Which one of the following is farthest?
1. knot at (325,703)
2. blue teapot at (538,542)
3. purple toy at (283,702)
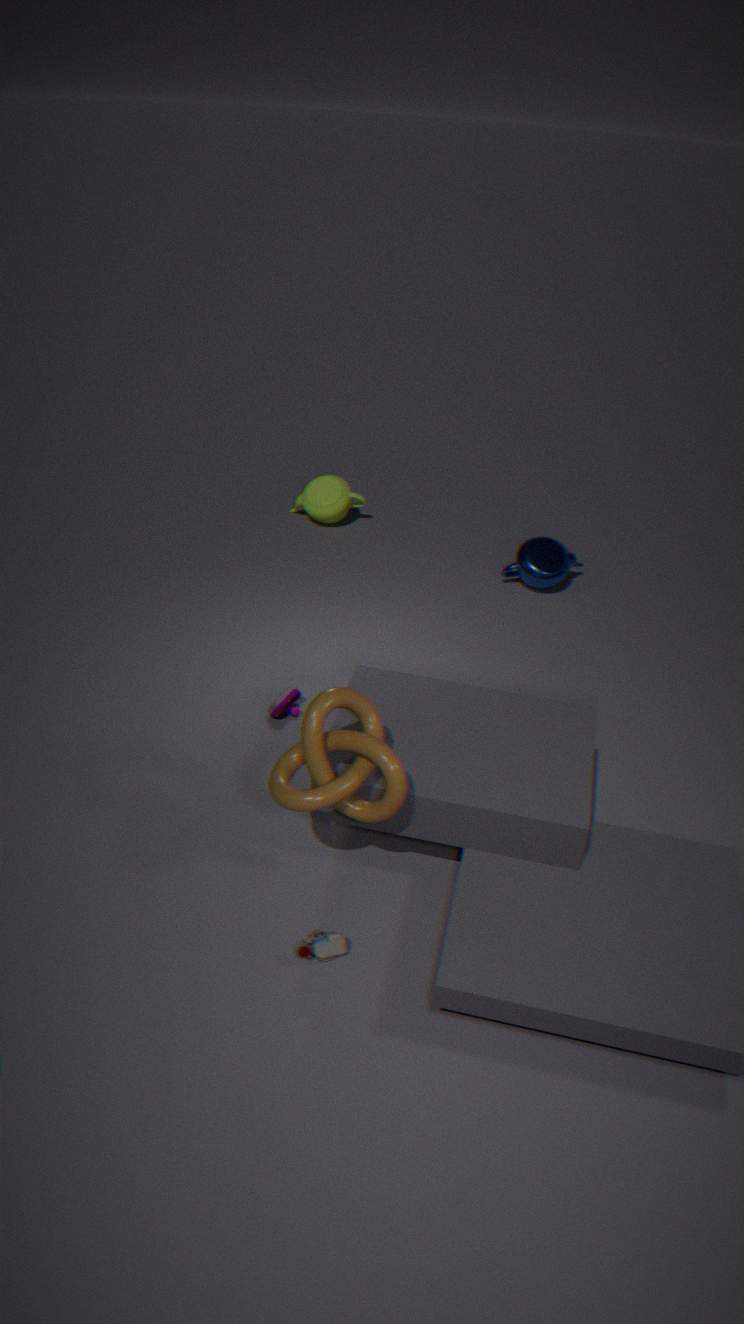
blue teapot at (538,542)
